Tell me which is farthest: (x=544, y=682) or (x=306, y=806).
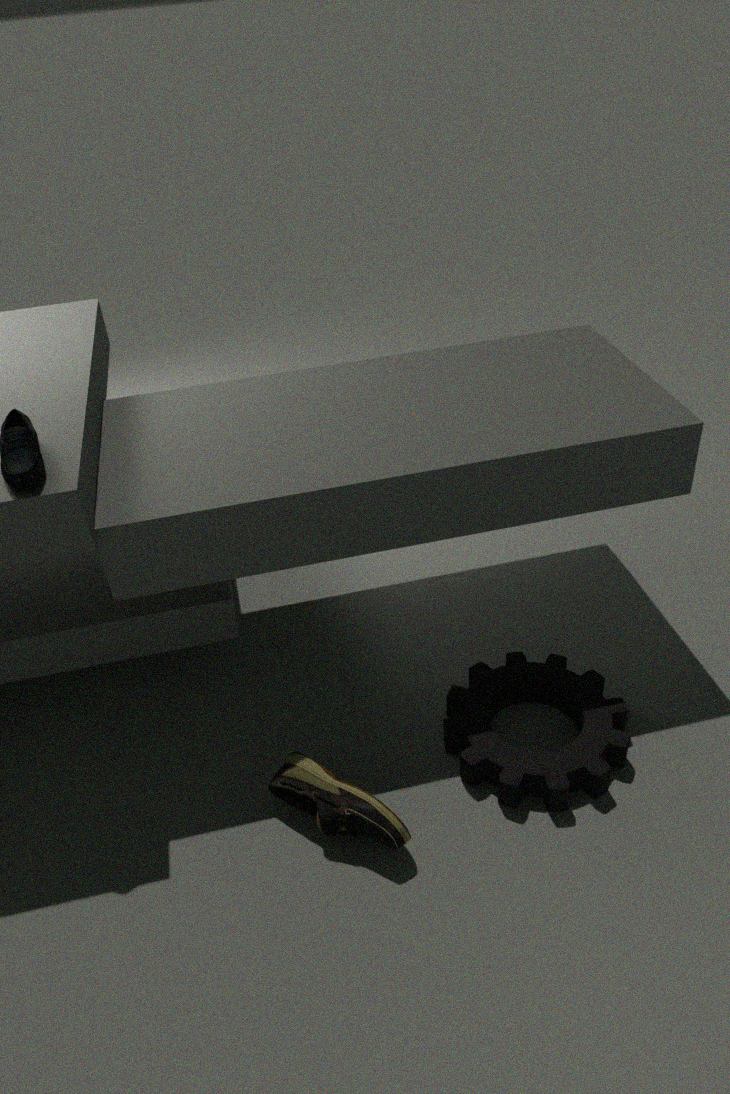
(x=544, y=682)
